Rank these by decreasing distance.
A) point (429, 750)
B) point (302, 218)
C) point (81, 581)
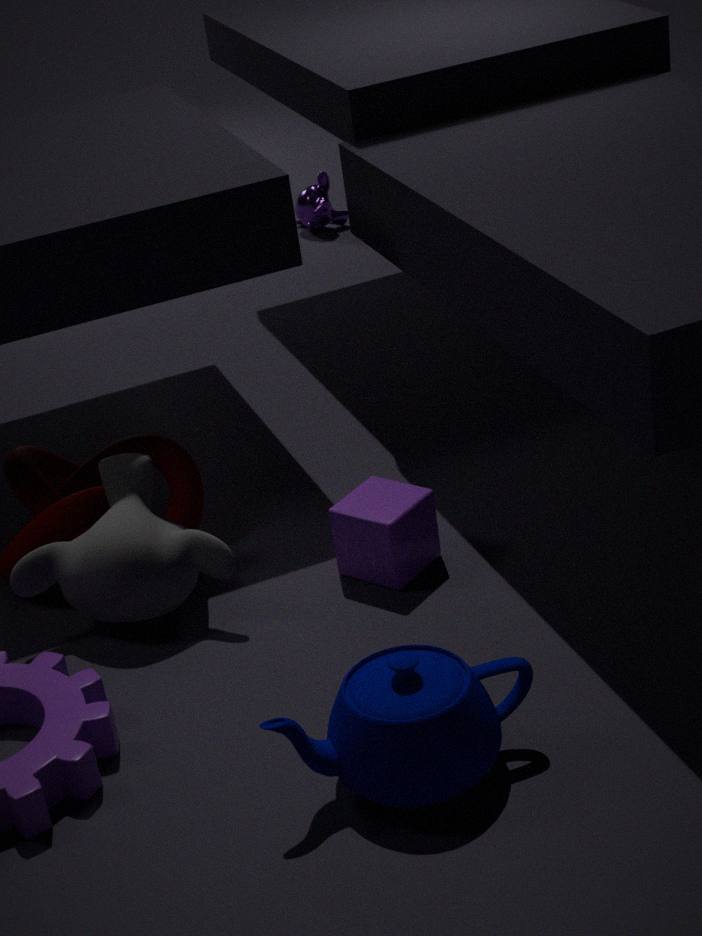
point (302, 218), point (81, 581), point (429, 750)
